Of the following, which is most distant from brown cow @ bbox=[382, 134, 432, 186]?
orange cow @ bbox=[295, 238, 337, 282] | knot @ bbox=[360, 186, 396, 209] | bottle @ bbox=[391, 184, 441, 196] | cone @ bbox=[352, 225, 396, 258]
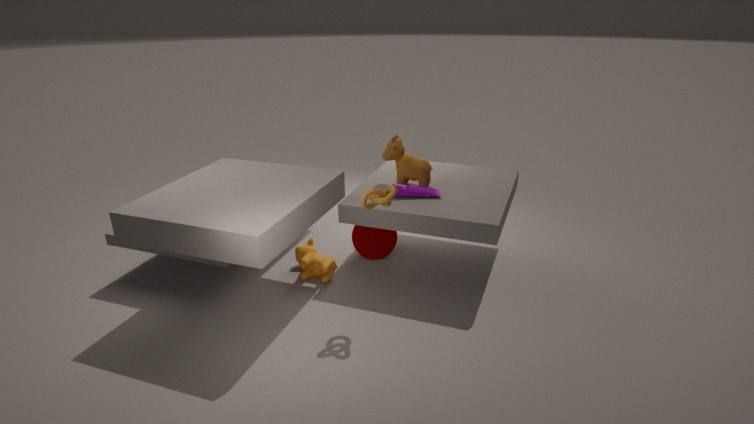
orange cow @ bbox=[295, 238, 337, 282]
